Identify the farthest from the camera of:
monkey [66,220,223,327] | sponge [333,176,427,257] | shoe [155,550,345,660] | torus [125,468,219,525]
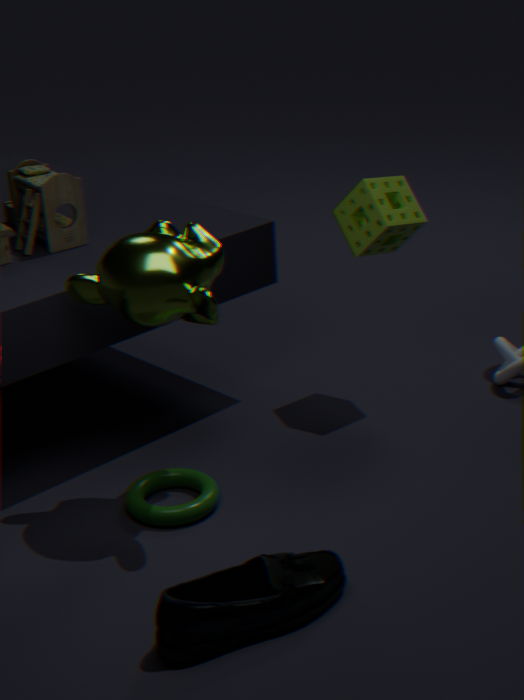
sponge [333,176,427,257]
